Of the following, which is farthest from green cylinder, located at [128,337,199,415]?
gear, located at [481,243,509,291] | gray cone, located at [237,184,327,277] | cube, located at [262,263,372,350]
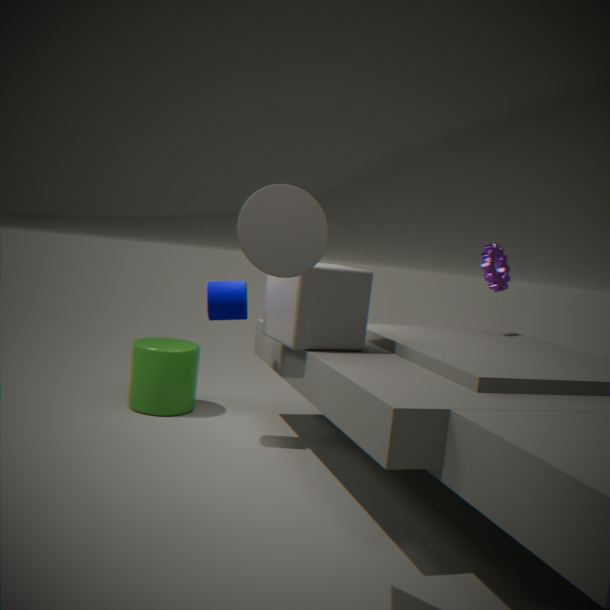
gray cone, located at [237,184,327,277]
